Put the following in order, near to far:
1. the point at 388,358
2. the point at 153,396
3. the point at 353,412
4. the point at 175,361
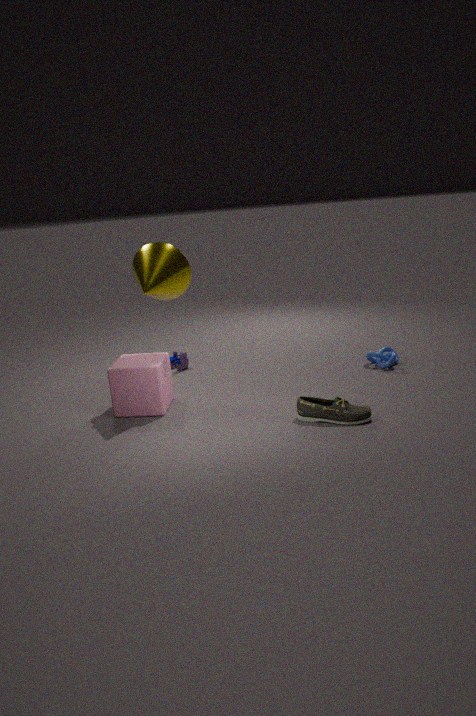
the point at 353,412, the point at 153,396, the point at 388,358, the point at 175,361
